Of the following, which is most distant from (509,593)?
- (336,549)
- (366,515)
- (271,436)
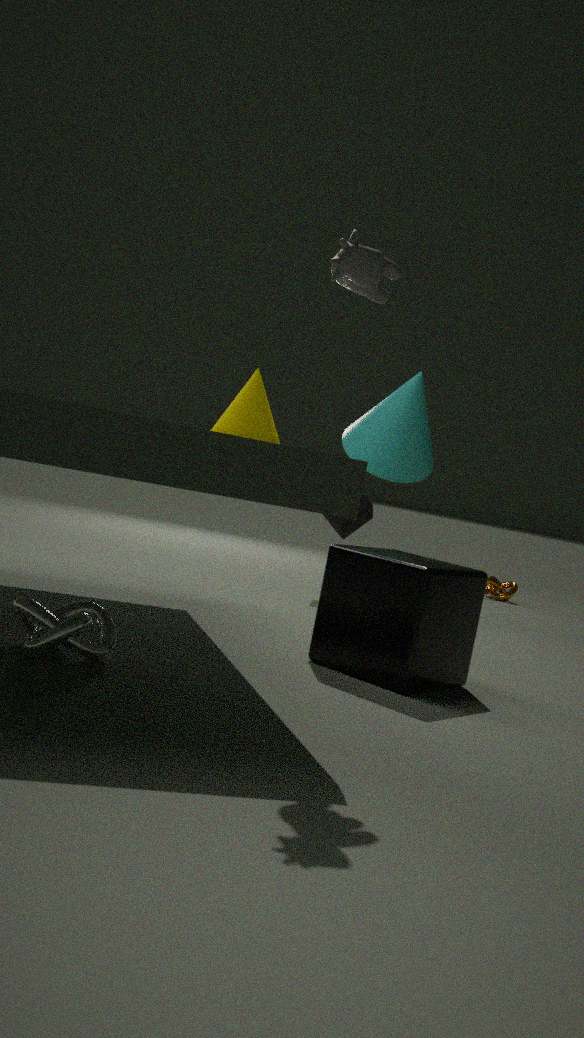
(271,436)
